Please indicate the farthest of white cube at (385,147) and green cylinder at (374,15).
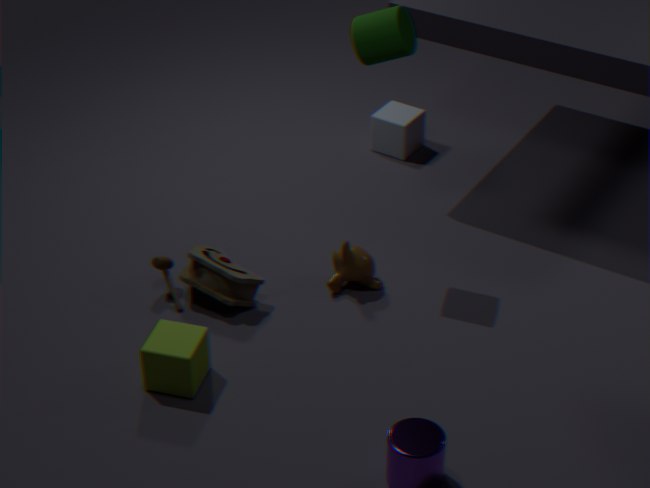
white cube at (385,147)
